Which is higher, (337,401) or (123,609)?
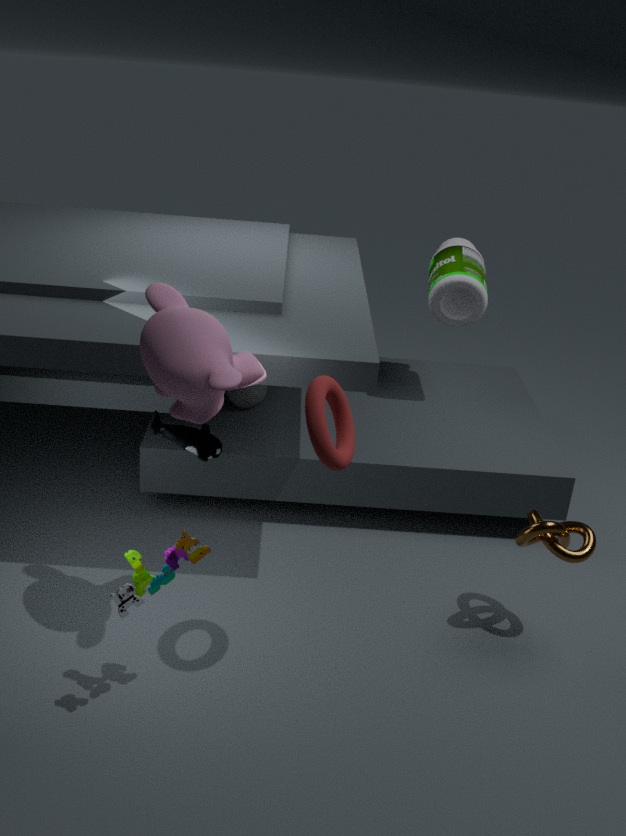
(337,401)
